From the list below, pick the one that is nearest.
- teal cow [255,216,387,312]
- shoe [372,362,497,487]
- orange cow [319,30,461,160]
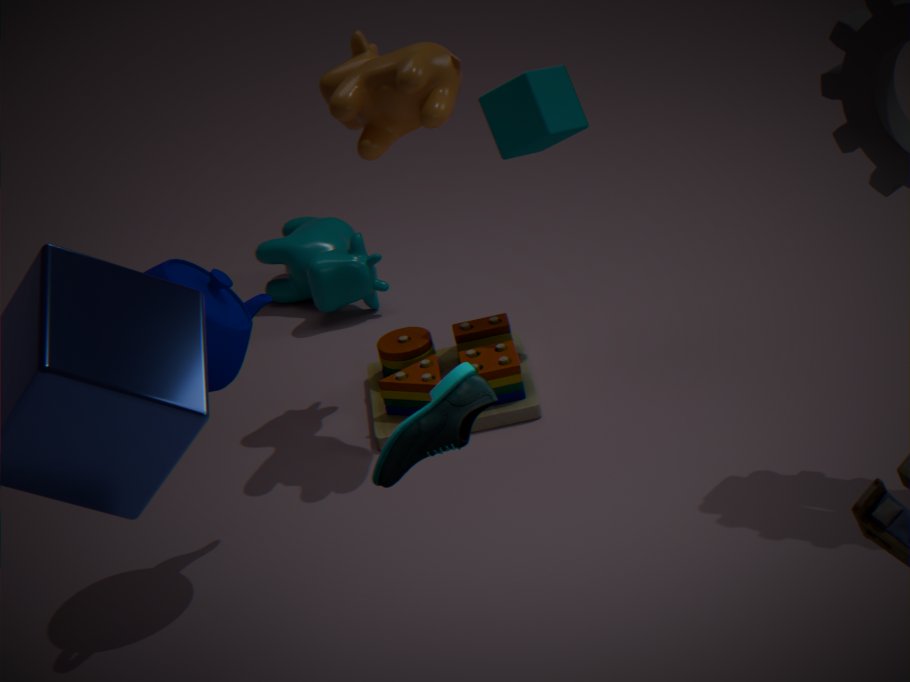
shoe [372,362,497,487]
